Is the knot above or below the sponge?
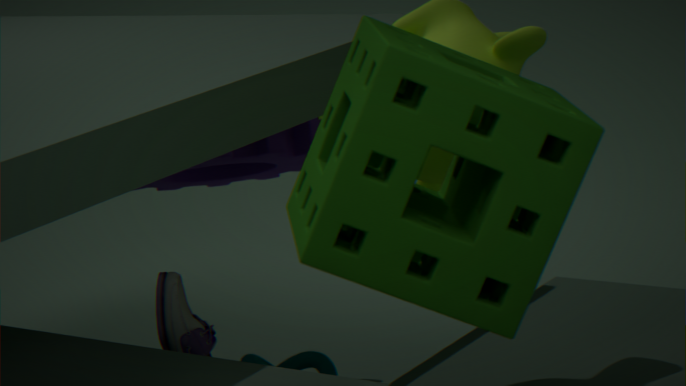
below
